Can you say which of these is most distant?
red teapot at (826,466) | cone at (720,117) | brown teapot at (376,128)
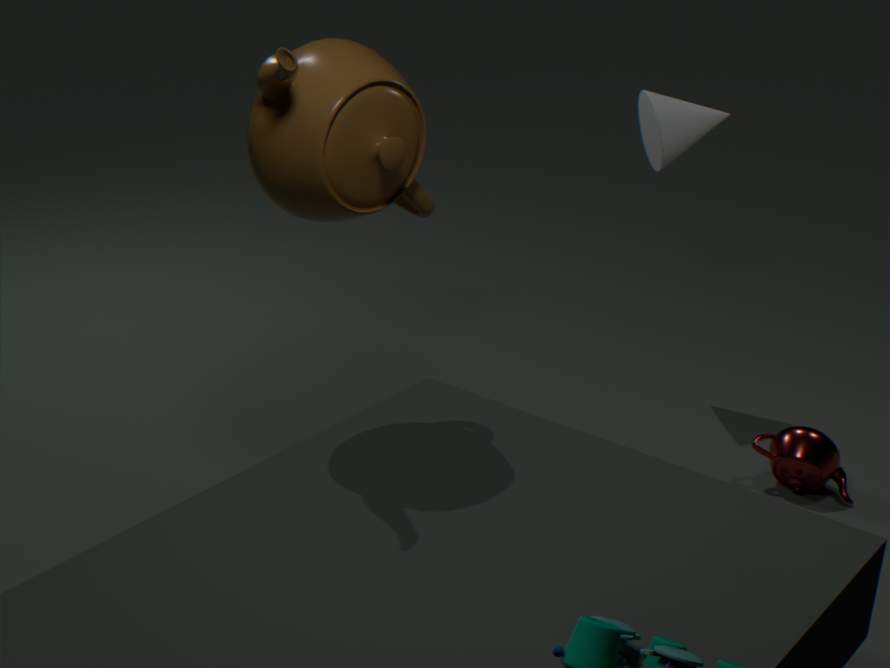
cone at (720,117)
